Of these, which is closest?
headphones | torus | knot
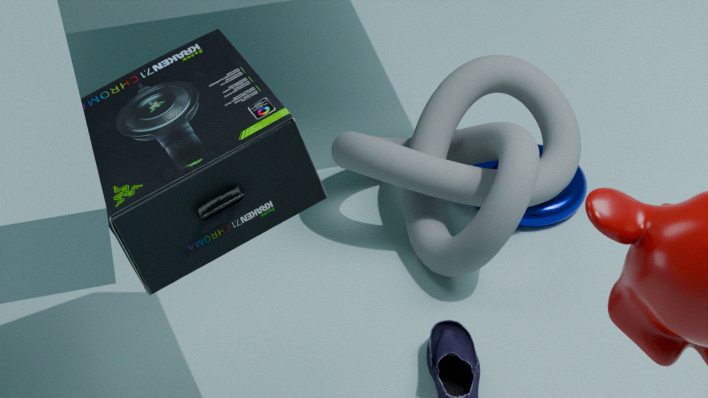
headphones
